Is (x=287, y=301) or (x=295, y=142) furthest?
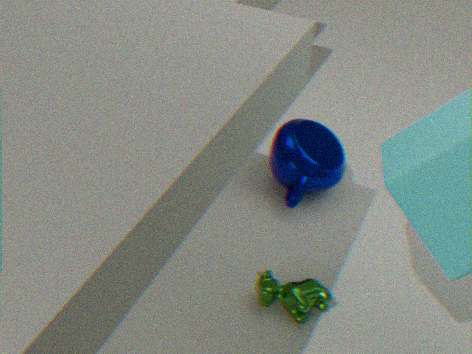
(x=295, y=142)
